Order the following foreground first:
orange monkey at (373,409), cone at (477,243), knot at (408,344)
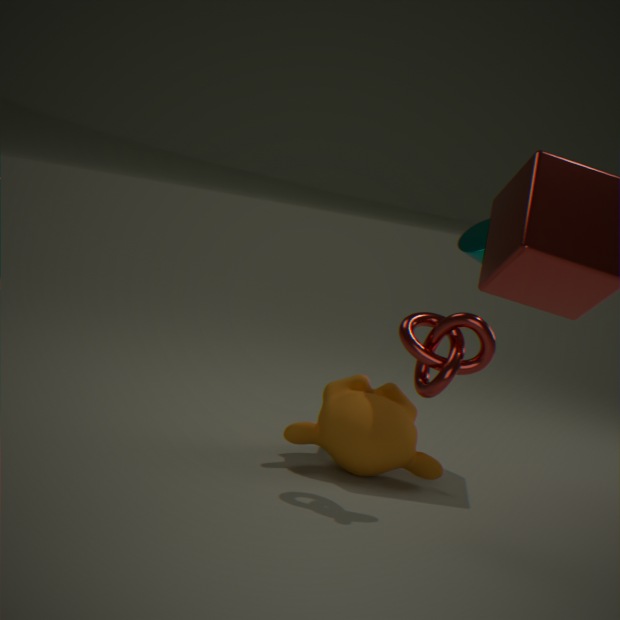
knot at (408,344)
orange monkey at (373,409)
cone at (477,243)
